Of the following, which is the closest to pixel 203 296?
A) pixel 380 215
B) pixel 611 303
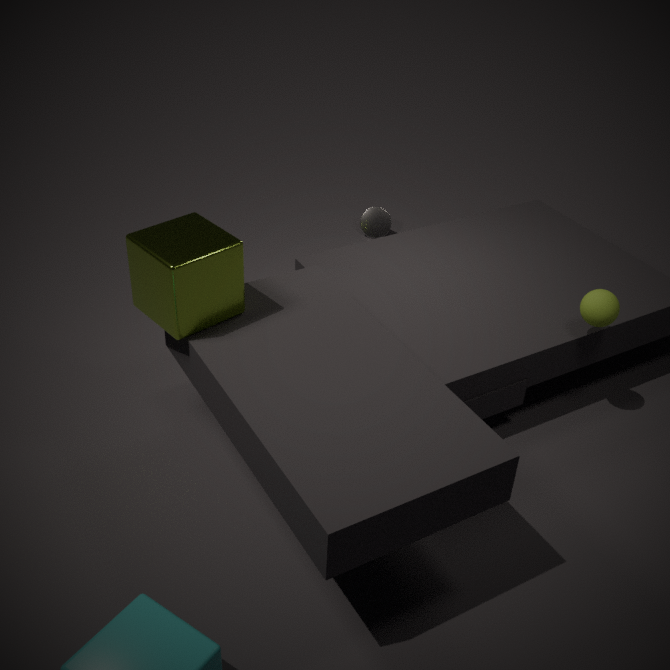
pixel 611 303
